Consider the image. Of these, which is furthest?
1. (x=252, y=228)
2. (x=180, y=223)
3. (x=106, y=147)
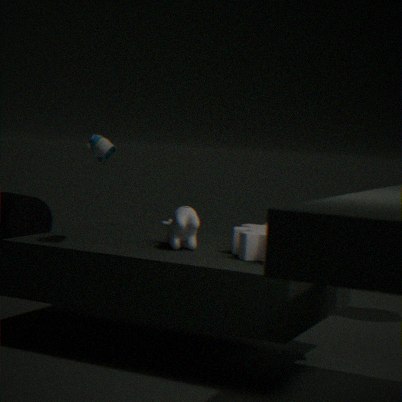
(x=252, y=228)
